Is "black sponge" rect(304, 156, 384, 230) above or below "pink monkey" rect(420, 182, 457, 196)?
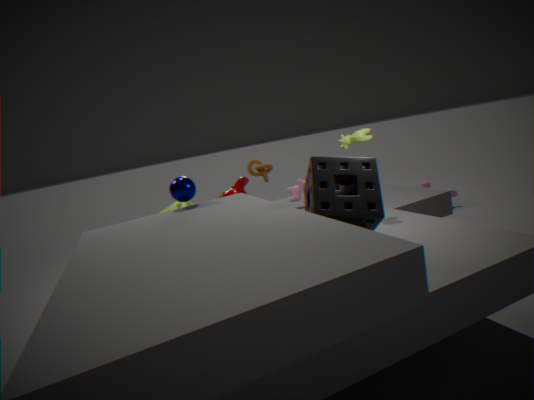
above
